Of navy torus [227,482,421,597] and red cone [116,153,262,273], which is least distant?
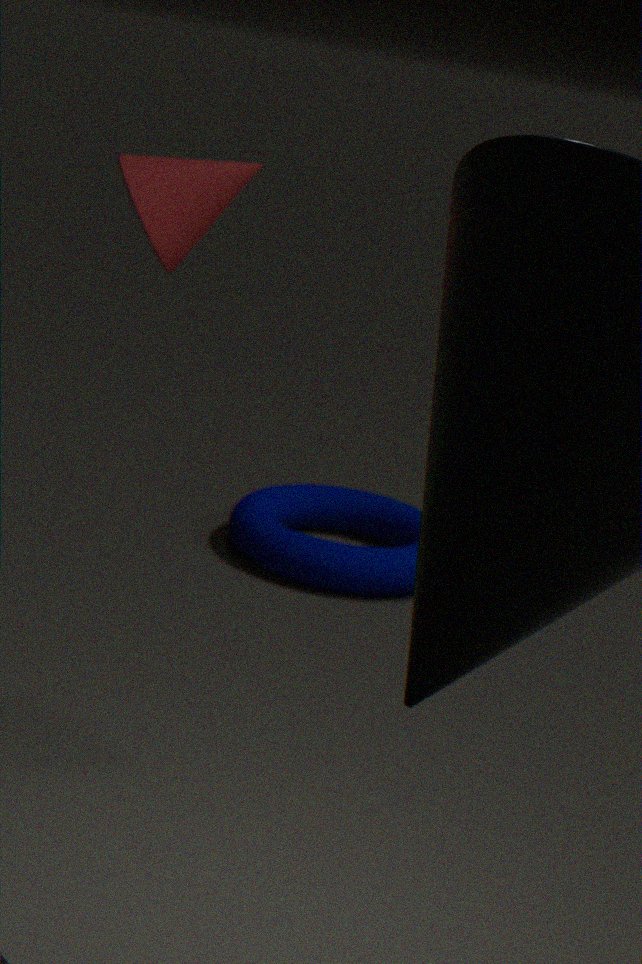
red cone [116,153,262,273]
